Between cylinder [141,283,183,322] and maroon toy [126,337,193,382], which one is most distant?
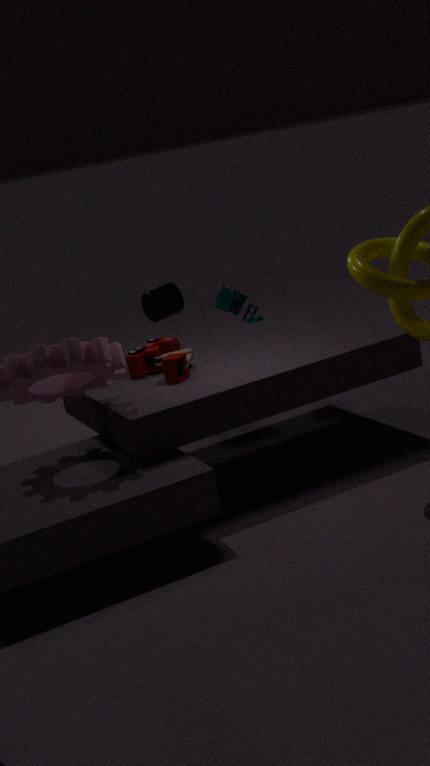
cylinder [141,283,183,322]
